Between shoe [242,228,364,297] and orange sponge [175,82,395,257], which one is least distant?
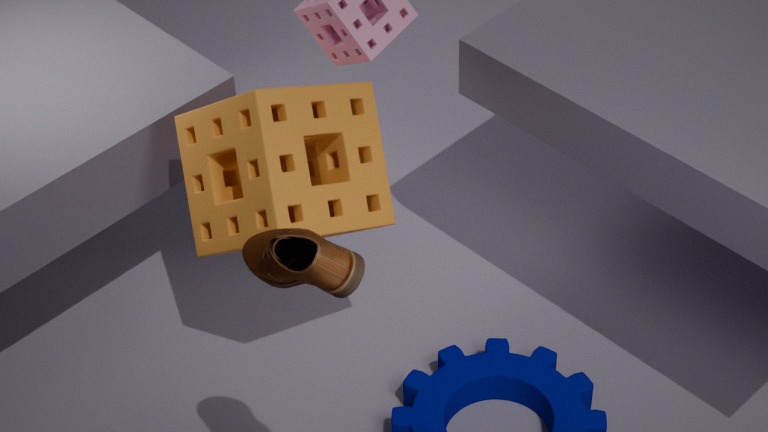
shoe [242,228,364,297]
